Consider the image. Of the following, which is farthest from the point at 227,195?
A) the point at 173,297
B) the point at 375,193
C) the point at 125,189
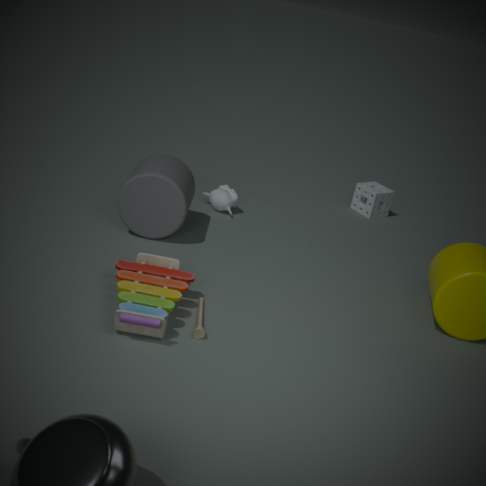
the point at 173,297
